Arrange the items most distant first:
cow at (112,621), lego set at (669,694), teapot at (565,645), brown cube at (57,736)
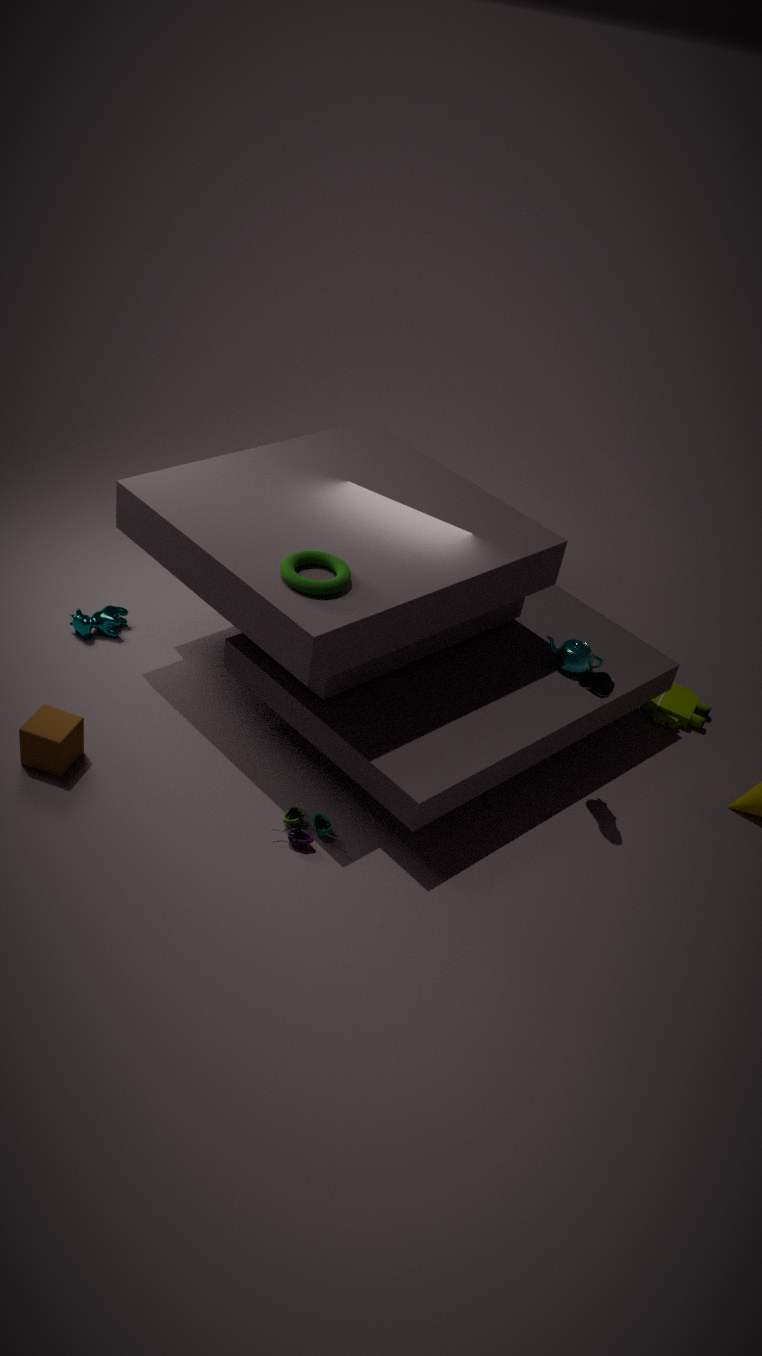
lego set at (669,694)
cow at (112,621)
teapot at (565,645)
brown cube at (57,736)
